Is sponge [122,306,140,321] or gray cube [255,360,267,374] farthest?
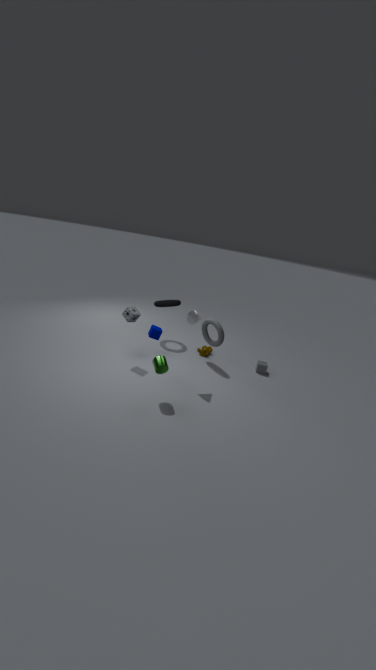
gray cube [255,360,267,374]
